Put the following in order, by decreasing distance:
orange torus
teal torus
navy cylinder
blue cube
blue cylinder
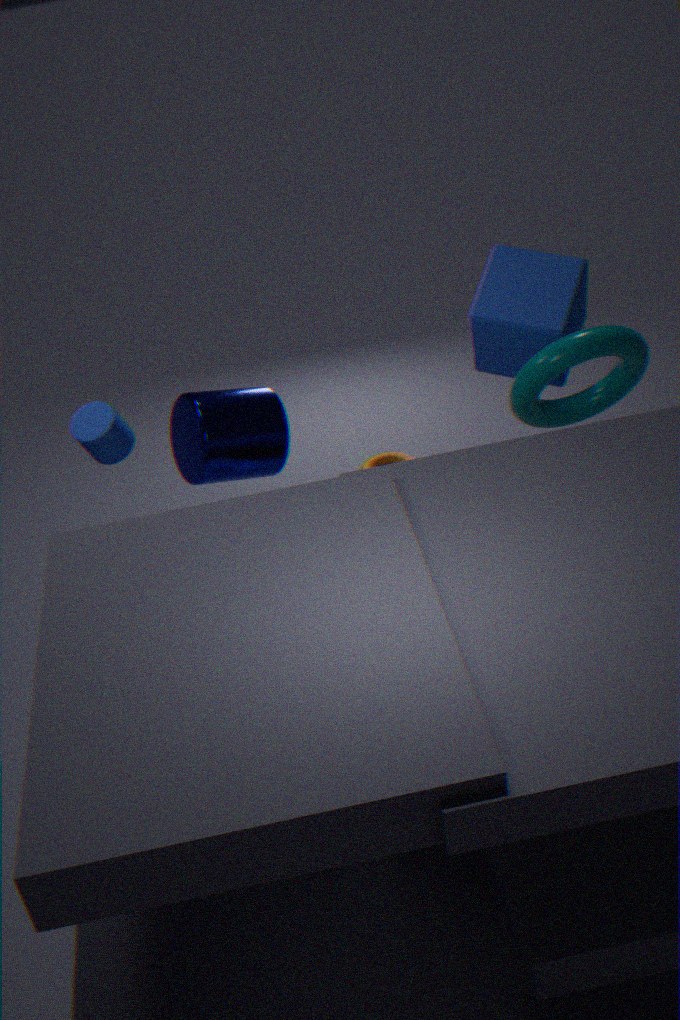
orange torus
navy cylinder
blue cylinder
blue cube
teal torus
